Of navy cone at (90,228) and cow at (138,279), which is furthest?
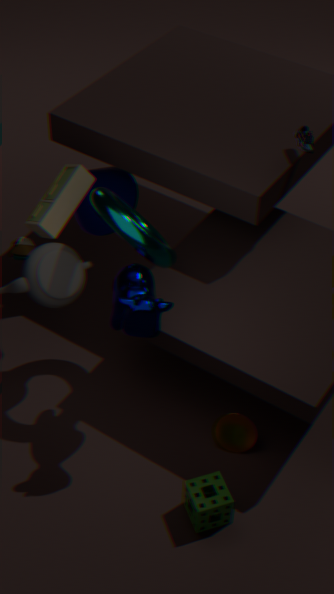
navy cone at (90,228)
